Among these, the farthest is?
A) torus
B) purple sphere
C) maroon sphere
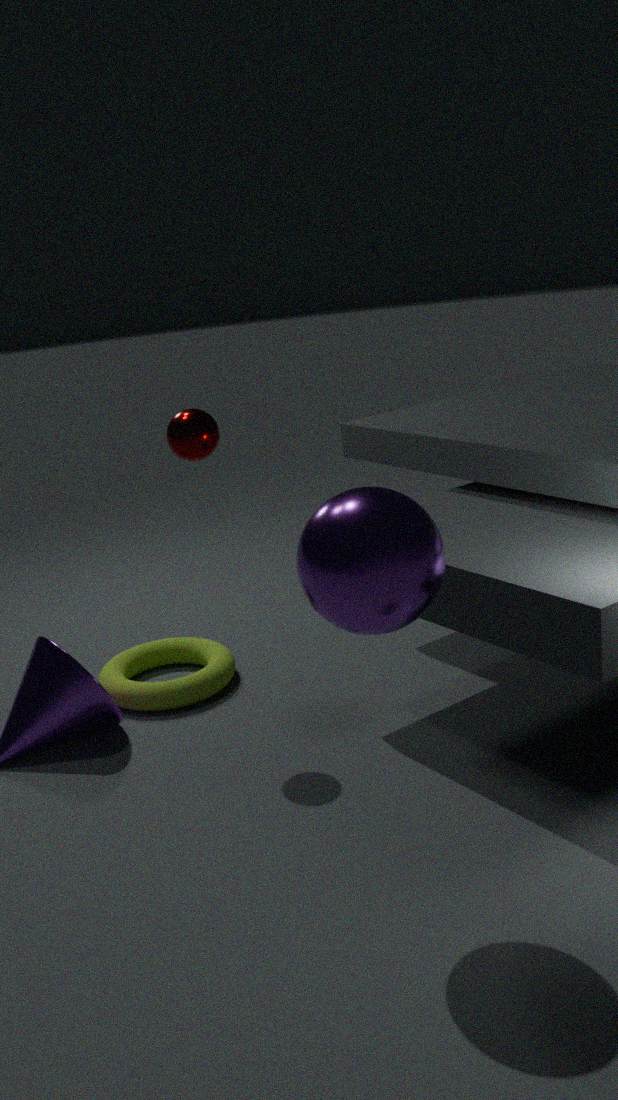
torus
